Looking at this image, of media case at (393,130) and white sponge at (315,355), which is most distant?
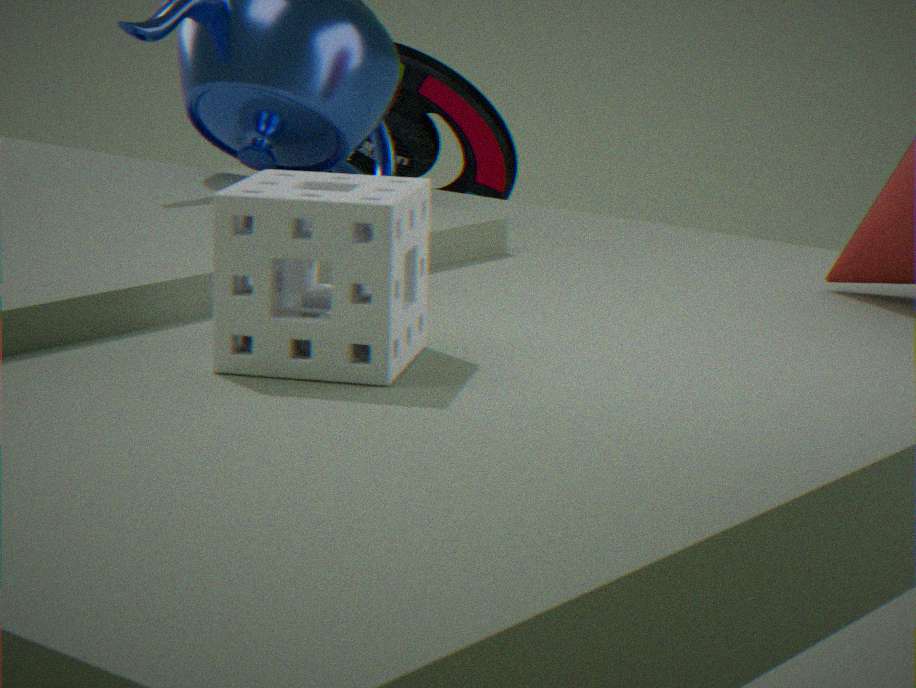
media case at (393,130)
